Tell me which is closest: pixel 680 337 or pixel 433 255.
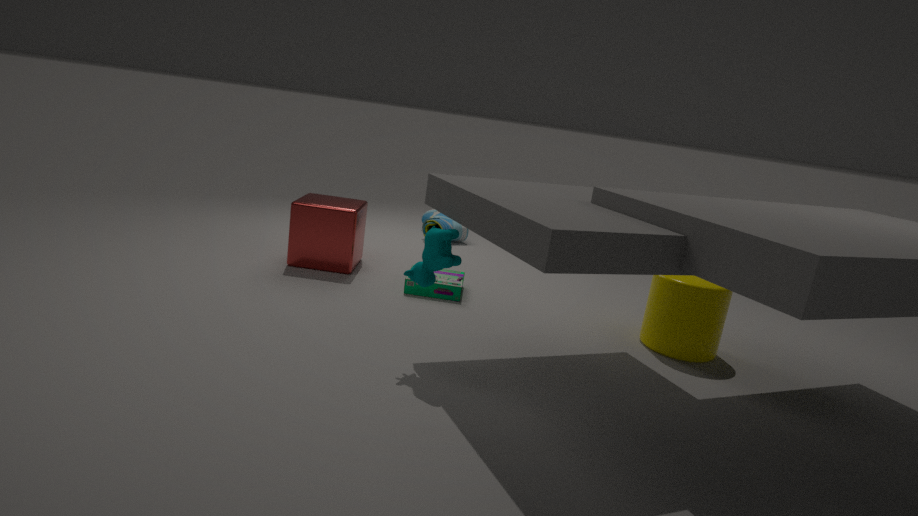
pixel 433 255
